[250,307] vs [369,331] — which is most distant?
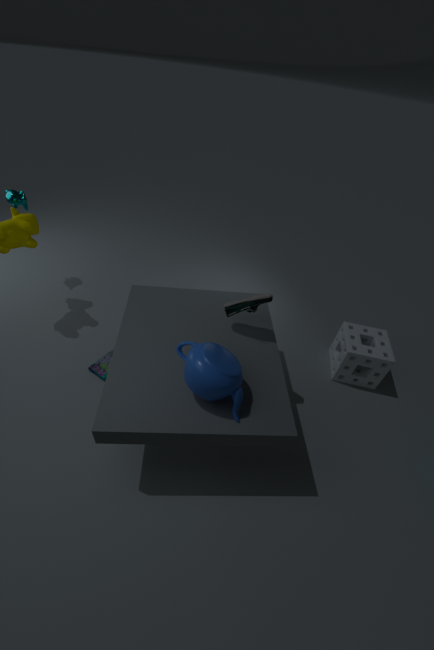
[369,331]
